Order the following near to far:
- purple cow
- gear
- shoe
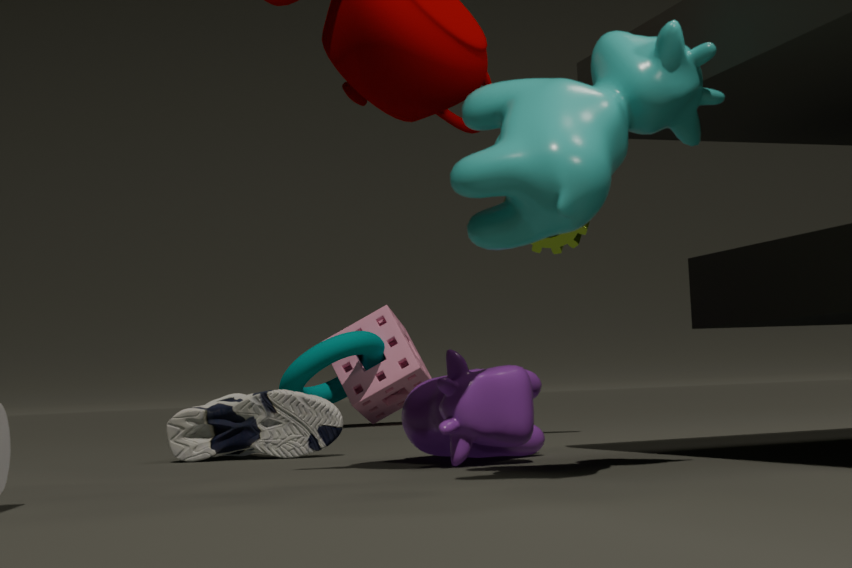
purple cow, shoe, gear
